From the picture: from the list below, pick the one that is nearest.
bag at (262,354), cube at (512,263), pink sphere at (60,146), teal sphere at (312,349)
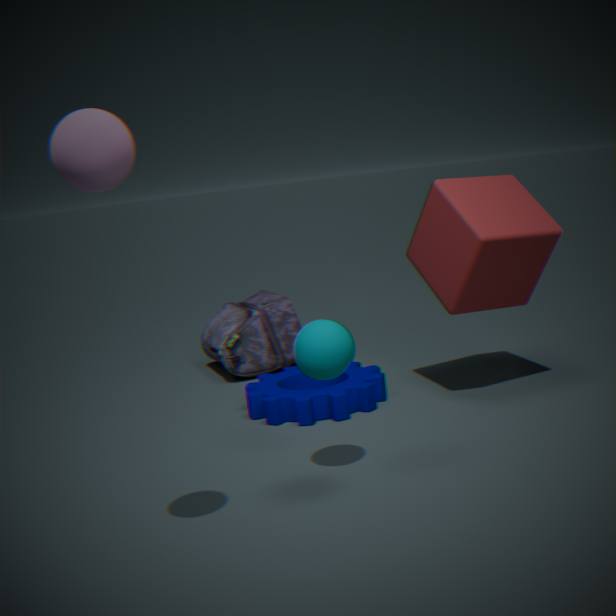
pink sphere at (60,146)
